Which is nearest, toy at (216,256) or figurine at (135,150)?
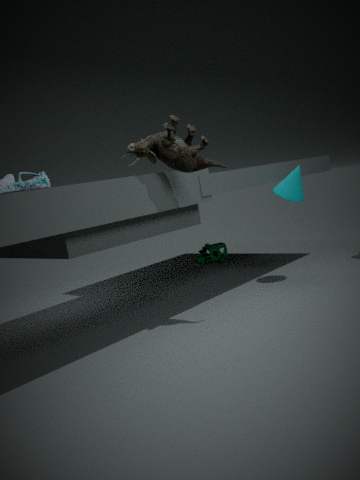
figurine at (135,150)
